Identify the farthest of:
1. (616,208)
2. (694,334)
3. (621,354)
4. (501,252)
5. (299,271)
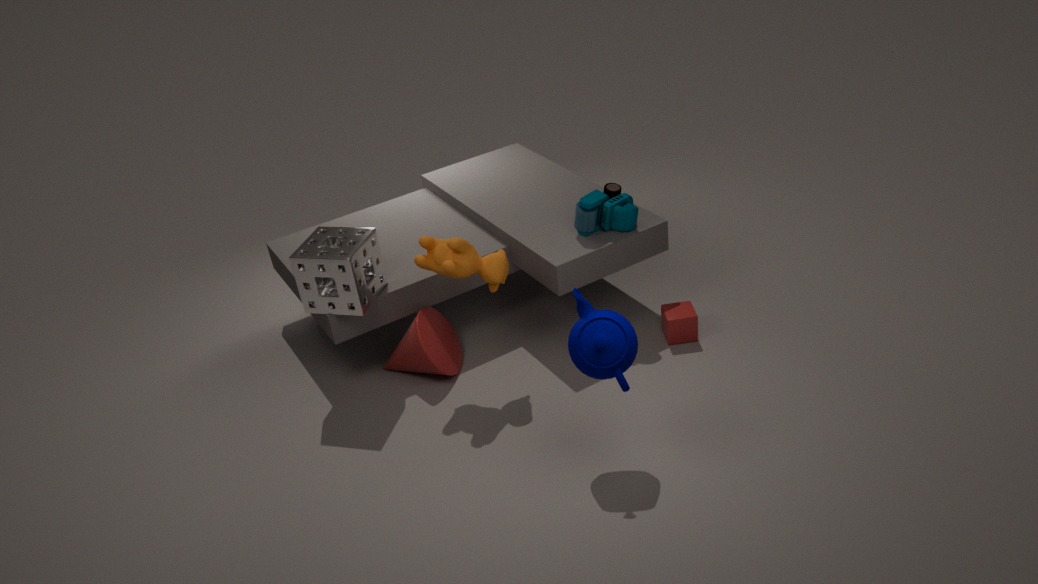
(694,334)
